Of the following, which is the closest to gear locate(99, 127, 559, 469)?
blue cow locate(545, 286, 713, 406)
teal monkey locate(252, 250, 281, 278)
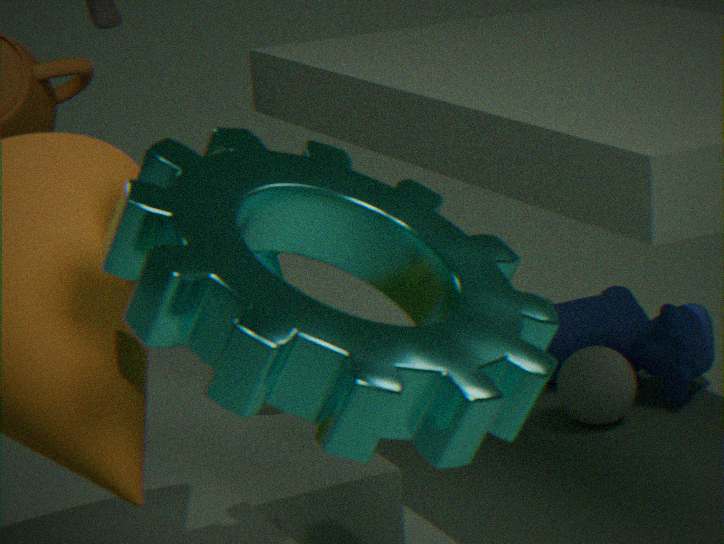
teal monkey locate(252, 250, 281, 278)
